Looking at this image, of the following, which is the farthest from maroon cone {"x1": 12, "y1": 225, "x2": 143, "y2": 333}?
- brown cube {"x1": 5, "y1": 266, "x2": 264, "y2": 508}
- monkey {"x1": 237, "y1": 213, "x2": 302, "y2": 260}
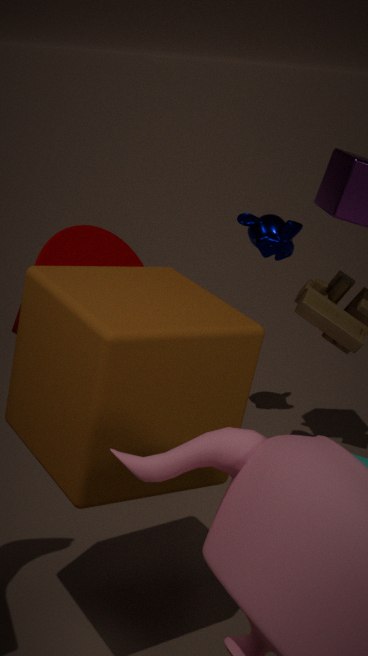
monkey {"x1": 237, "y1": 213, "x2": 302, "y2": 260}
